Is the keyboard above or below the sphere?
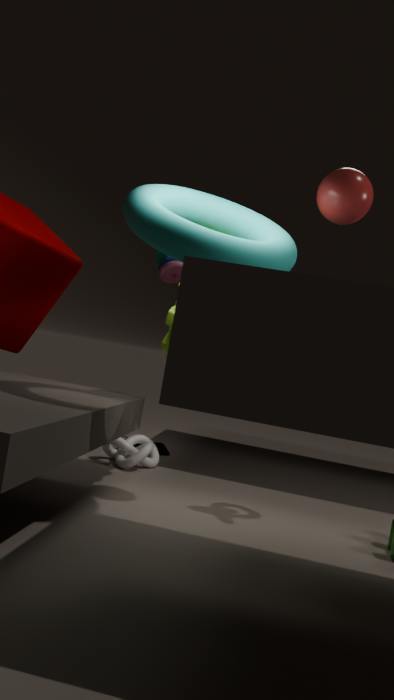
below
